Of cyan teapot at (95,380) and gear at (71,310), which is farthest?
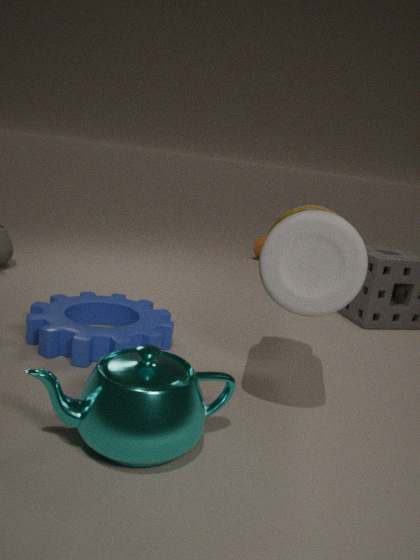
gear at (71,310)
